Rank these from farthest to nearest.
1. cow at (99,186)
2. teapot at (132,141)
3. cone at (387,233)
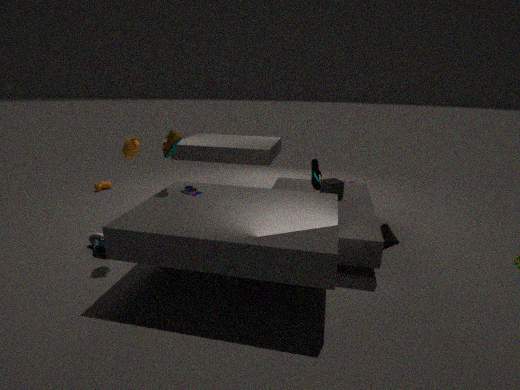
cow at (99,186) < cone at (387,233) < teapot at (132,141)
